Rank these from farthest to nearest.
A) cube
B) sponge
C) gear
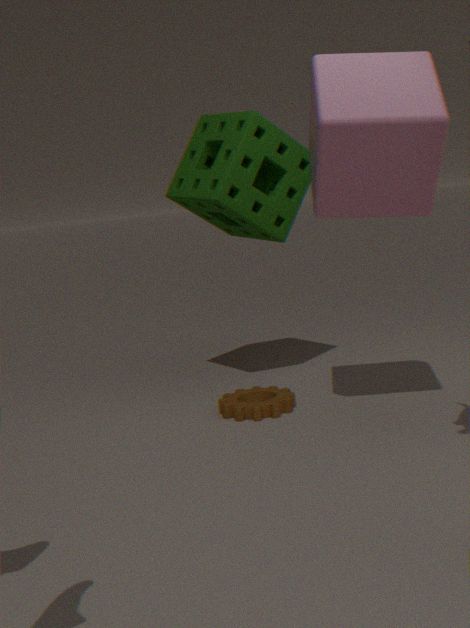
sponge < gear < cube
